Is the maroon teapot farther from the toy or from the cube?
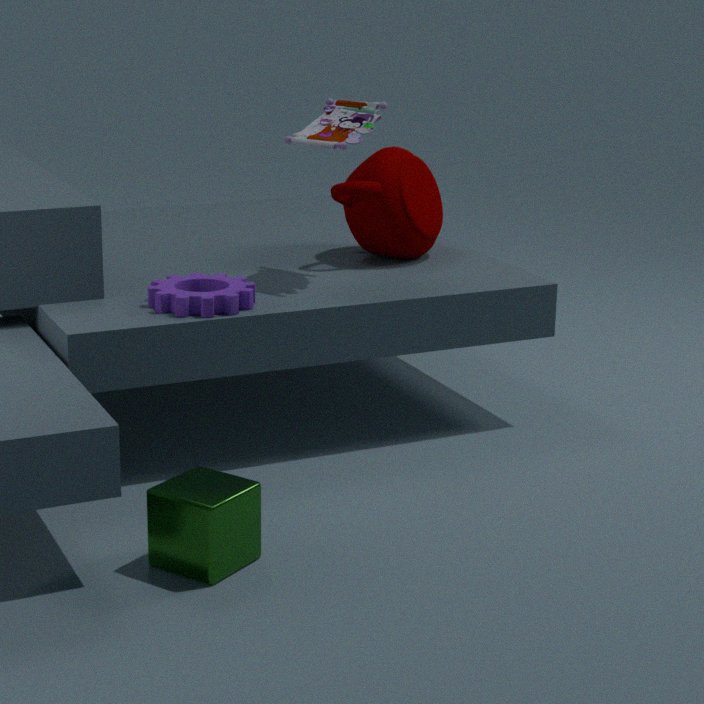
the cube
